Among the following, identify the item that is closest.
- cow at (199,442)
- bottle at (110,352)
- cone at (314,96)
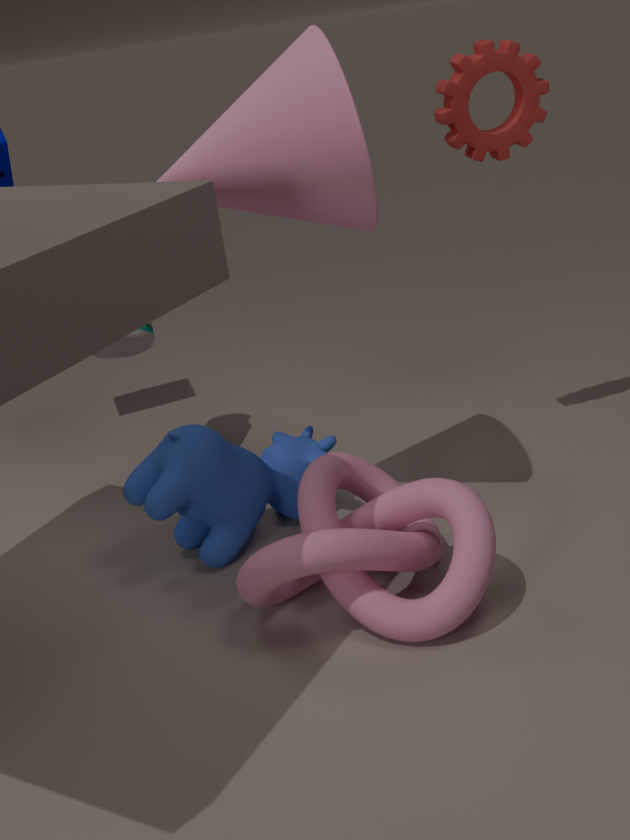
cone at (314,96)
